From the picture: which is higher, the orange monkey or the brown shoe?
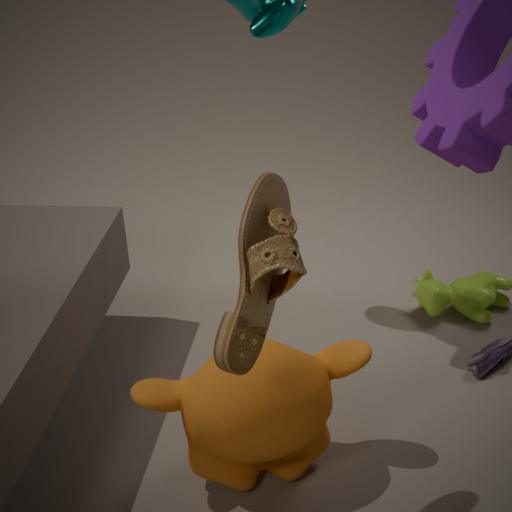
the brown shoe
